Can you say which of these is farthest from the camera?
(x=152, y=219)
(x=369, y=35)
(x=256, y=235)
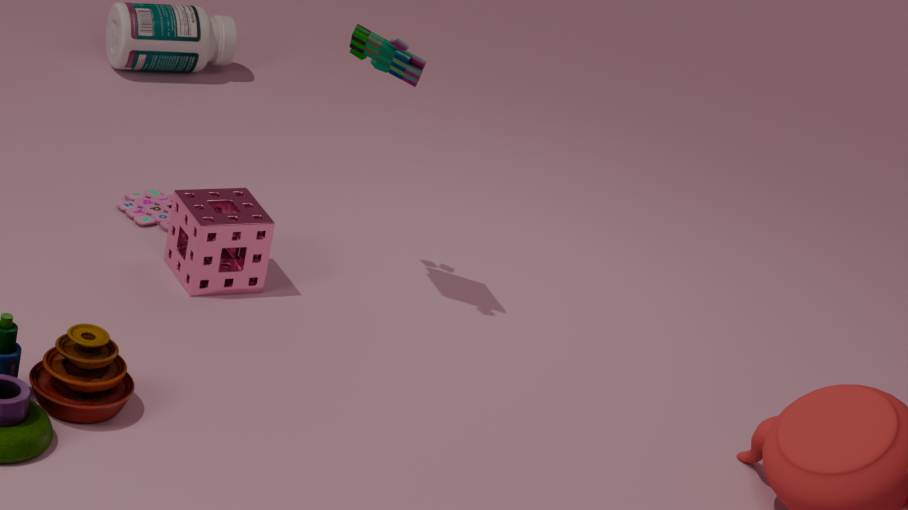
(x=152, y=219)
